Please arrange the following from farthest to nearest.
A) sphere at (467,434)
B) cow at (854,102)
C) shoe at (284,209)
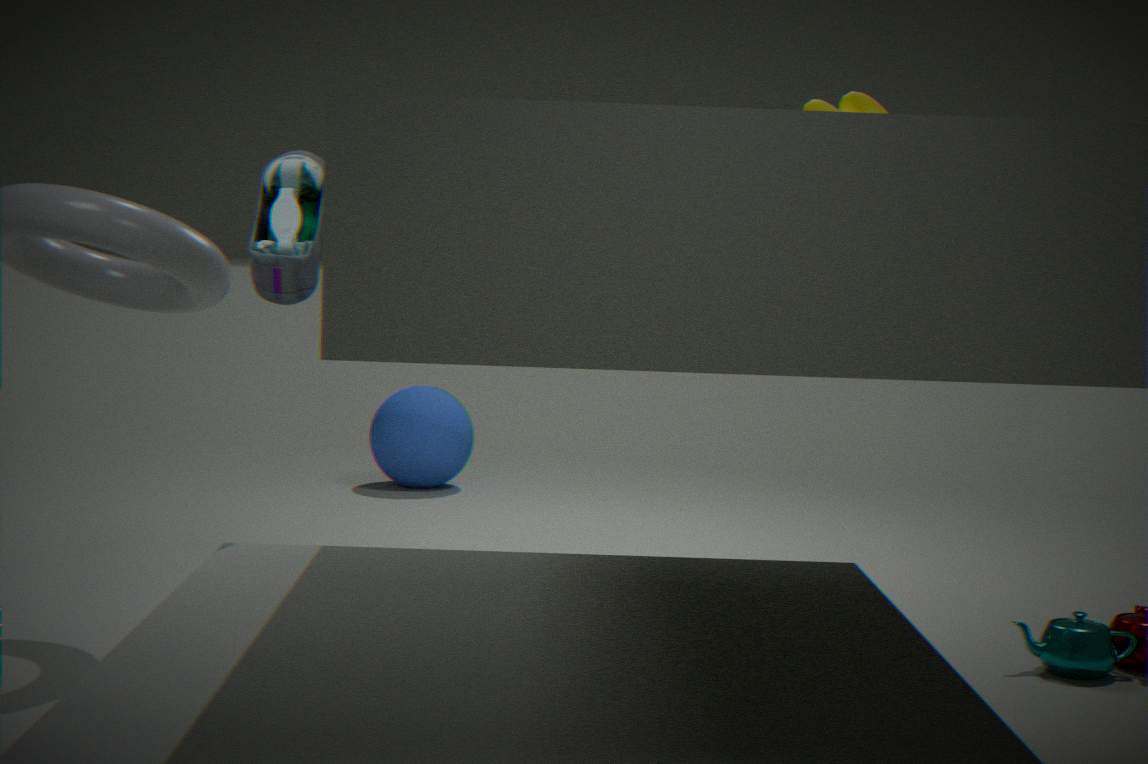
A. sphere at (467,434) < B. cow at (854,102) < C. shoe at (284,209)
